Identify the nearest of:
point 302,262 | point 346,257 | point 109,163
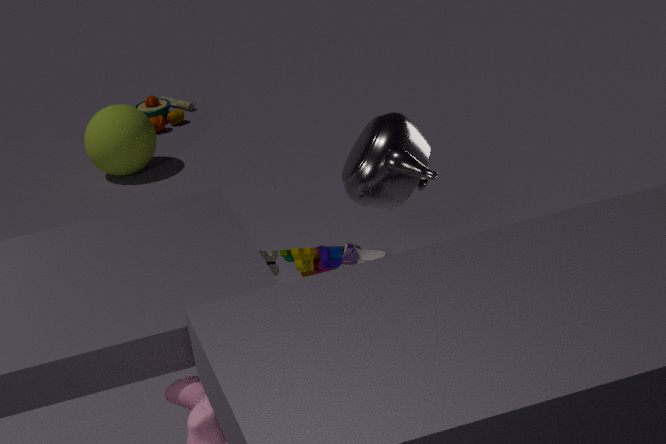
point 302,262
